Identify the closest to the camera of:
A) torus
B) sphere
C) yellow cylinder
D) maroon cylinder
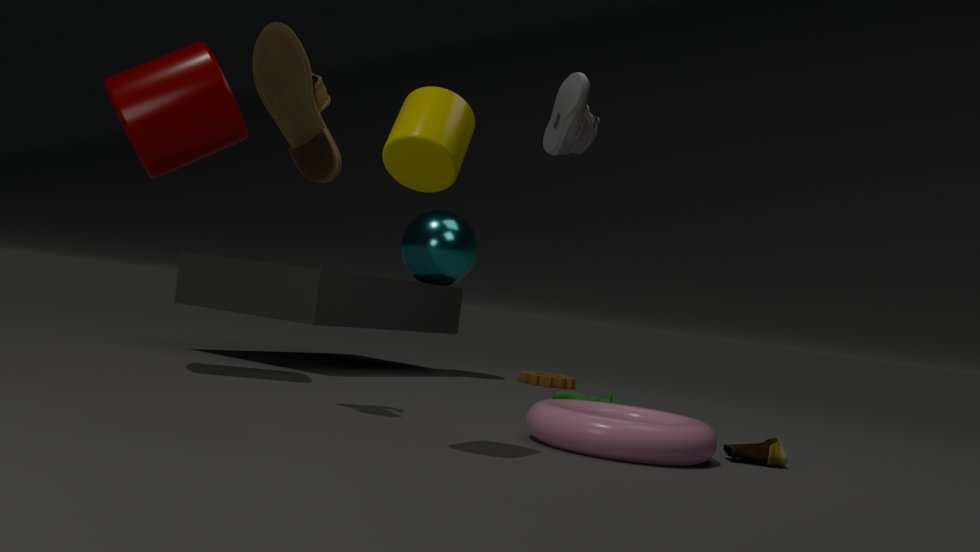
yellow cylinder
